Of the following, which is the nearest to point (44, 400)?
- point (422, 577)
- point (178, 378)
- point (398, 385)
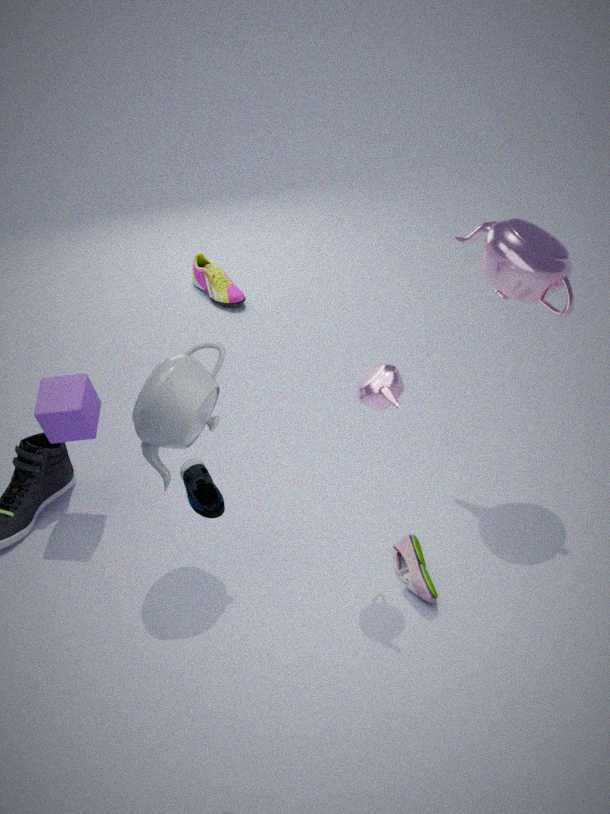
point (178, 378)
